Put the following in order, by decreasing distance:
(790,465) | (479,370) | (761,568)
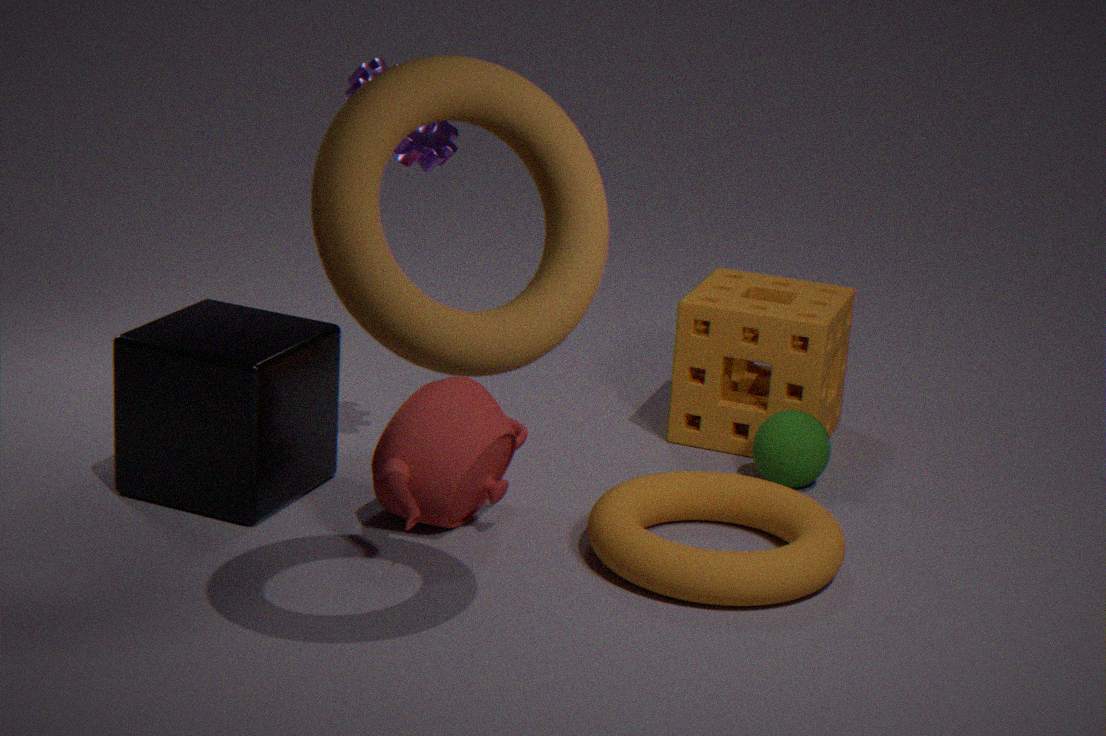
1. (790,465)
2. (761,568)
3. (479,370)
